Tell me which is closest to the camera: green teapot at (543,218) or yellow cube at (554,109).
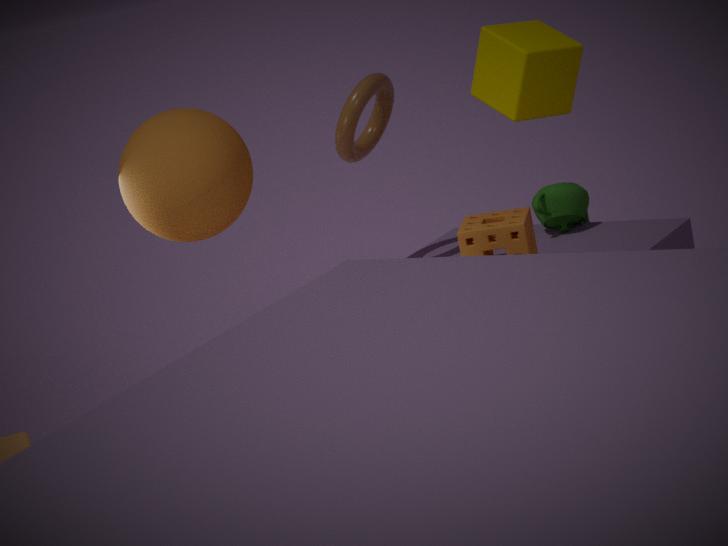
yellow cube at (554,109)
